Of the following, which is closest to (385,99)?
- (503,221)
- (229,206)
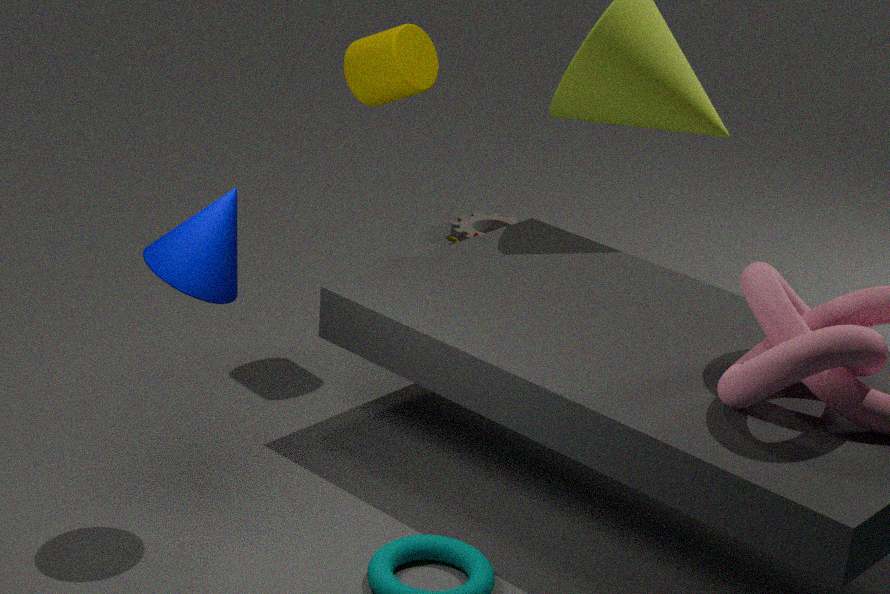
(229,206)
